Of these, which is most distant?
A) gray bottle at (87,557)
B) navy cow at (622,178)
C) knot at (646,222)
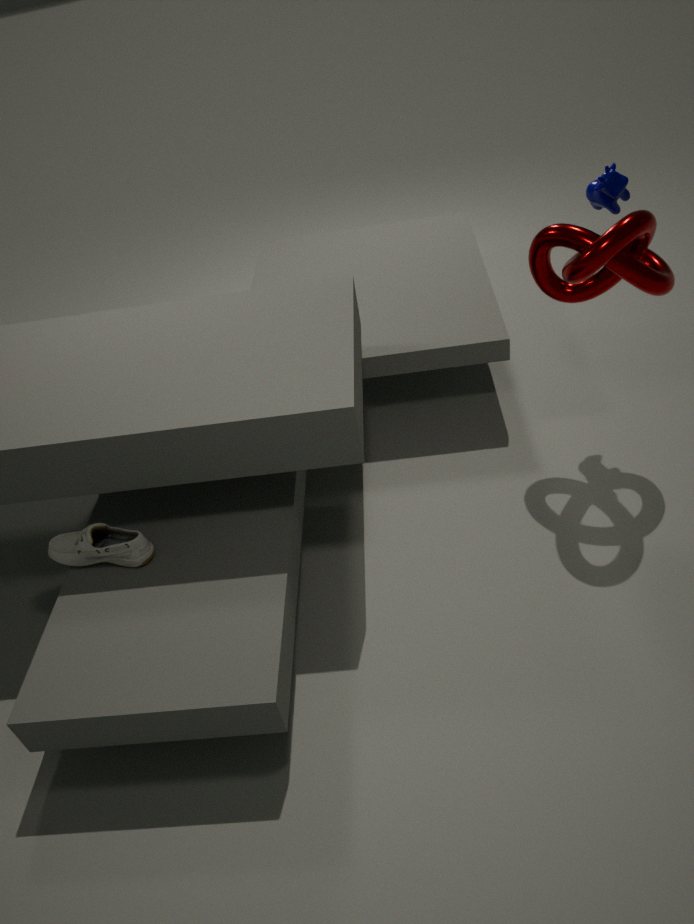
navy cow at (622,178)
